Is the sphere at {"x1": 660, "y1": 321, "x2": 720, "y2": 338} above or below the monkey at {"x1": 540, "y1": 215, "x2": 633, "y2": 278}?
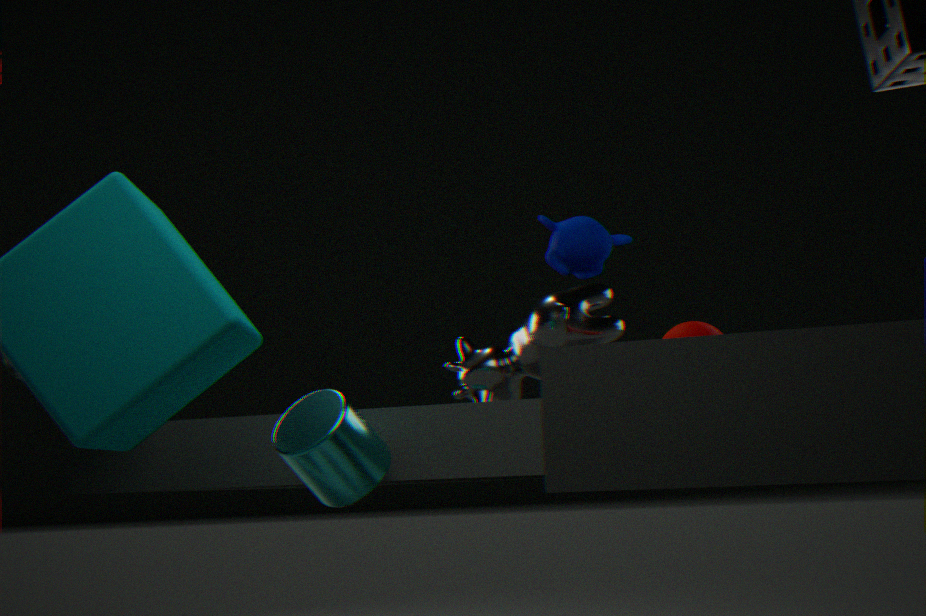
below
